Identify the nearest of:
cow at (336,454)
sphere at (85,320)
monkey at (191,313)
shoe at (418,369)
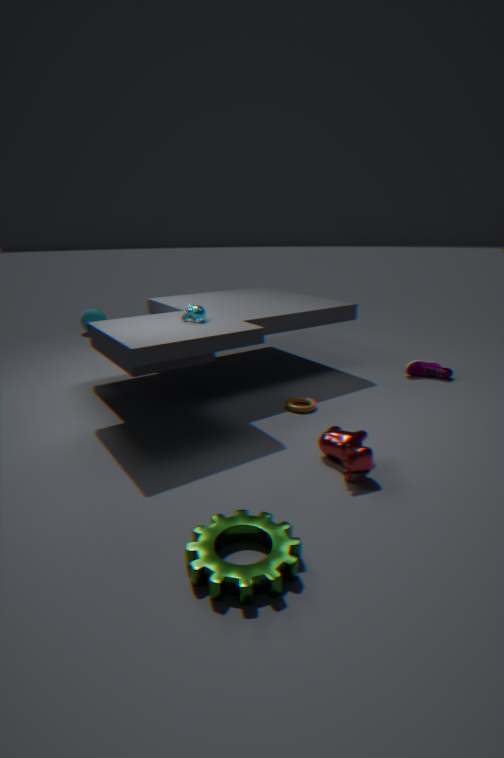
cow at (336,454)
